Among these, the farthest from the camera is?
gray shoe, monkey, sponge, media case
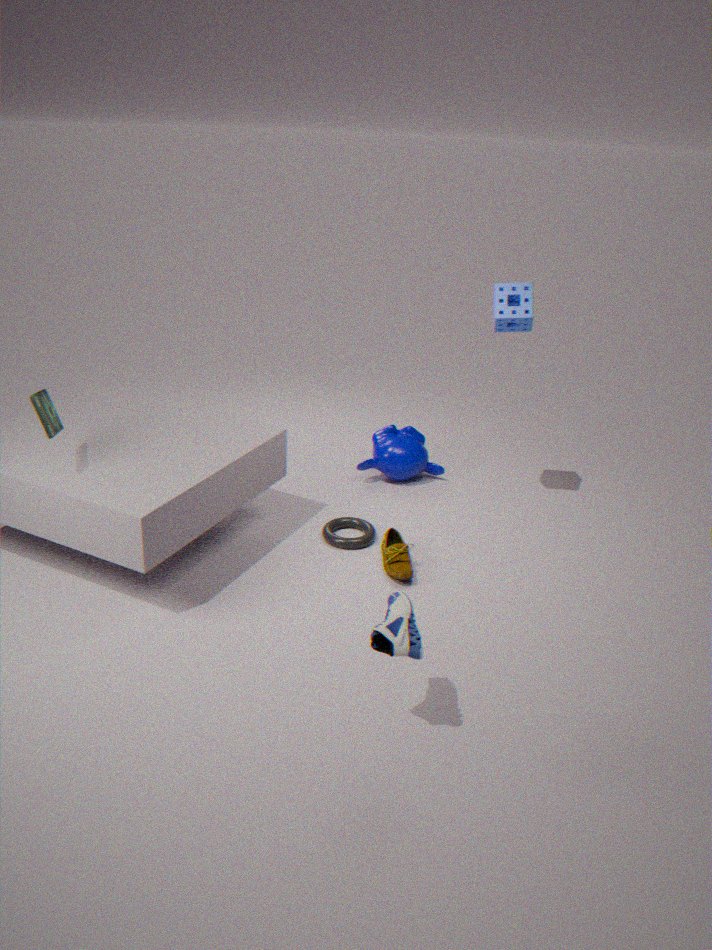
monkey
